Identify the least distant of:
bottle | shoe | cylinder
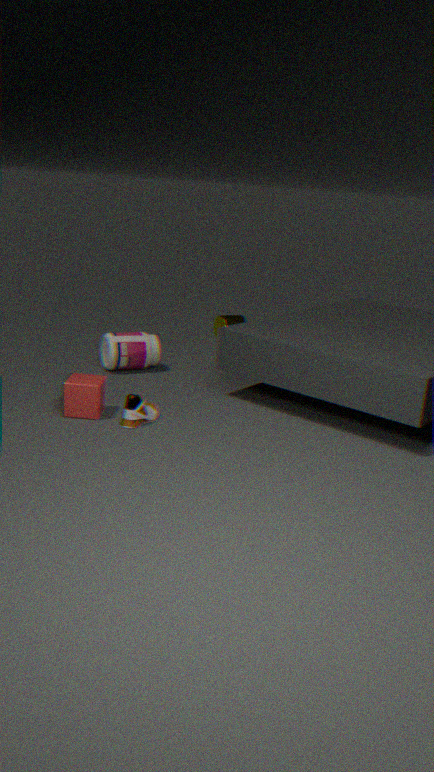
shoe
